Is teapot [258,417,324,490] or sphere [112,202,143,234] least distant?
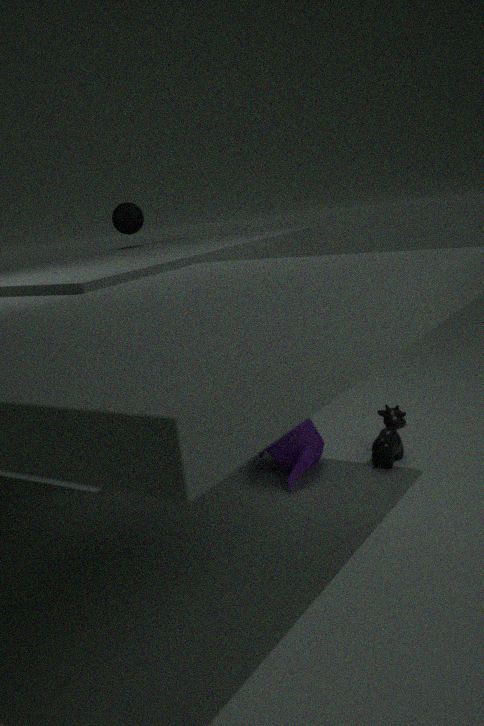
teapot [258,417,324,490]
